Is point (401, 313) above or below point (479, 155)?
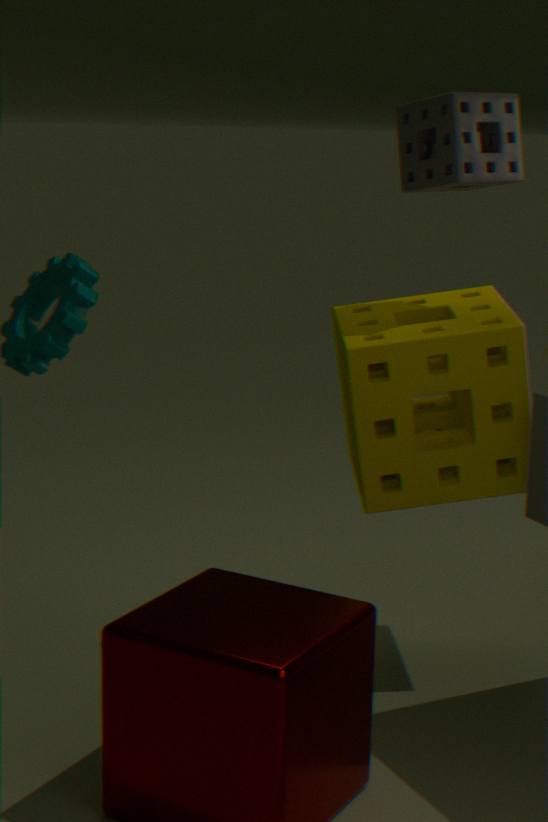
below
